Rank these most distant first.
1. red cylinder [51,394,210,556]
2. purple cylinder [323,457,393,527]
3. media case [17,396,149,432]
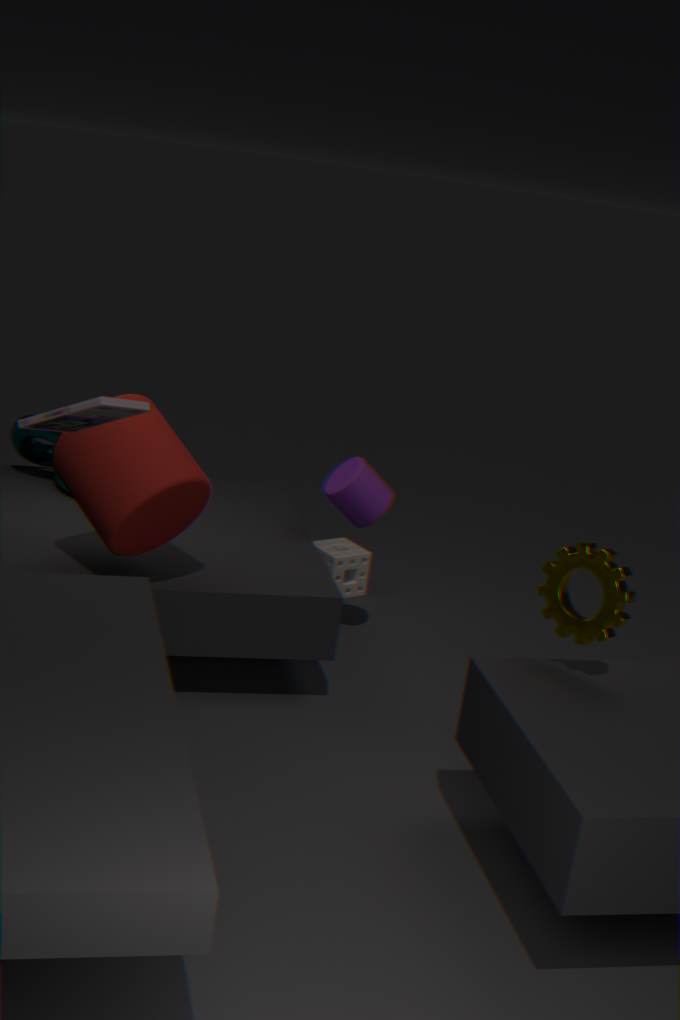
purple cylinder [323,457,393,527] < red cylinder [51,394,210,556] < media case [17,396,149,432]
